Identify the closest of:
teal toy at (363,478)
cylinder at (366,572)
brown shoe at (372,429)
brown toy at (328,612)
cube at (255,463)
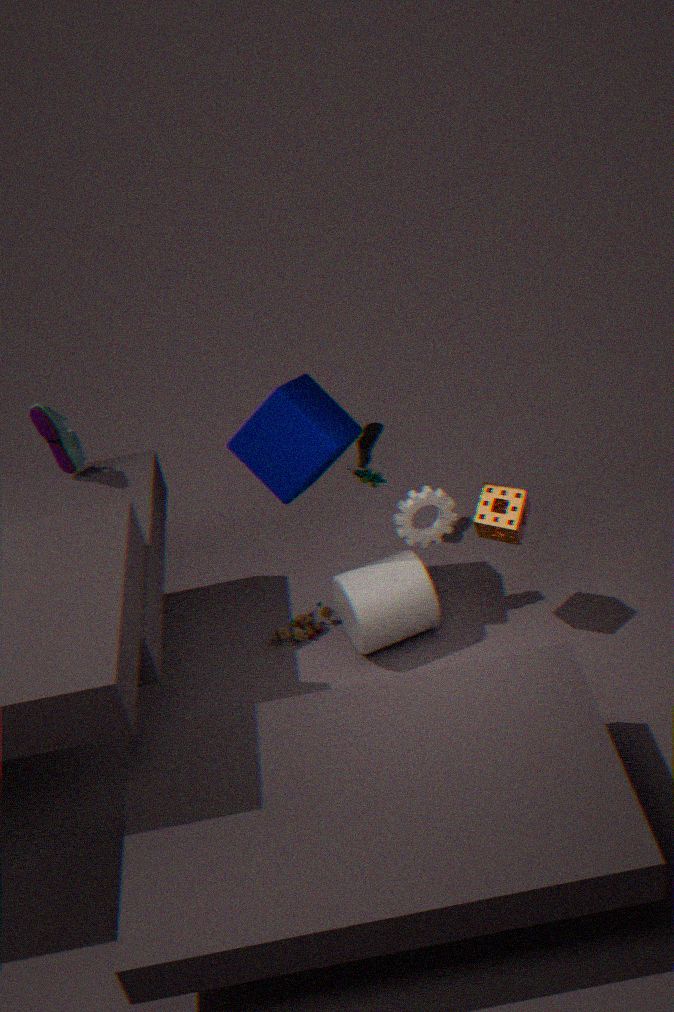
cube at (255,463)
